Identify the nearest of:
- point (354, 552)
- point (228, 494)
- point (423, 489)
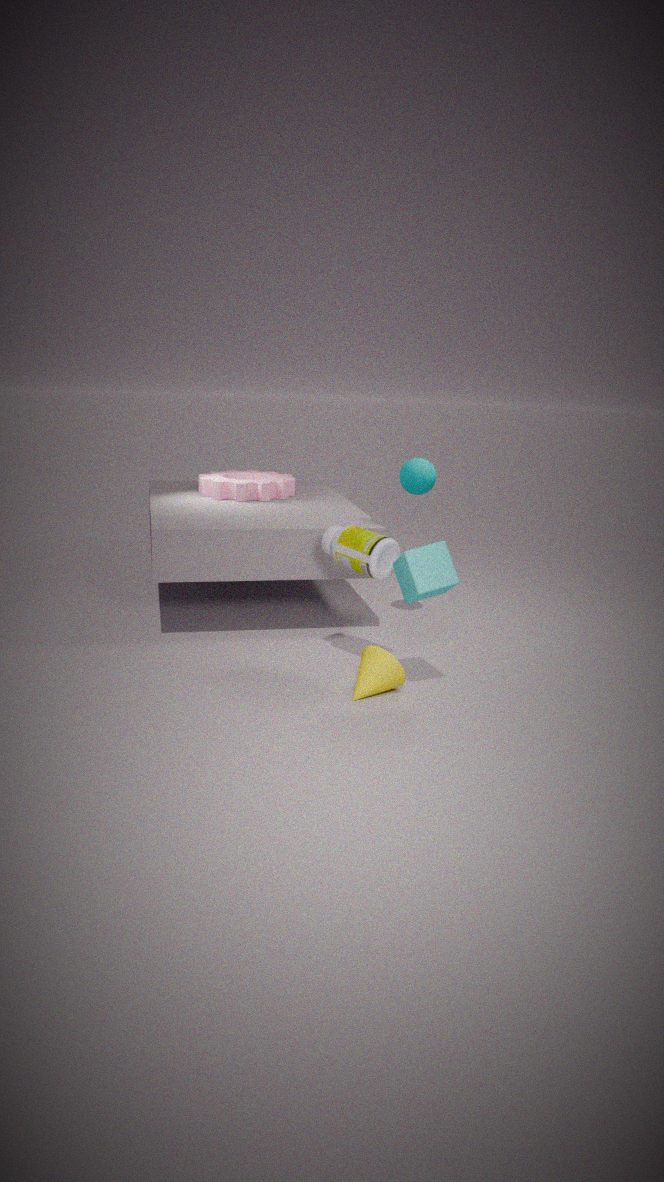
point (354, 552)
